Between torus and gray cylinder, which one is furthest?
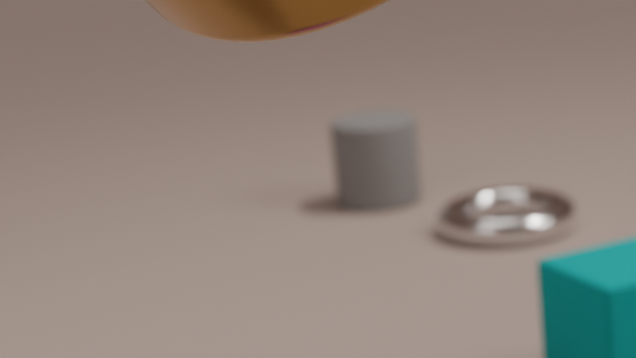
gray cylinder
